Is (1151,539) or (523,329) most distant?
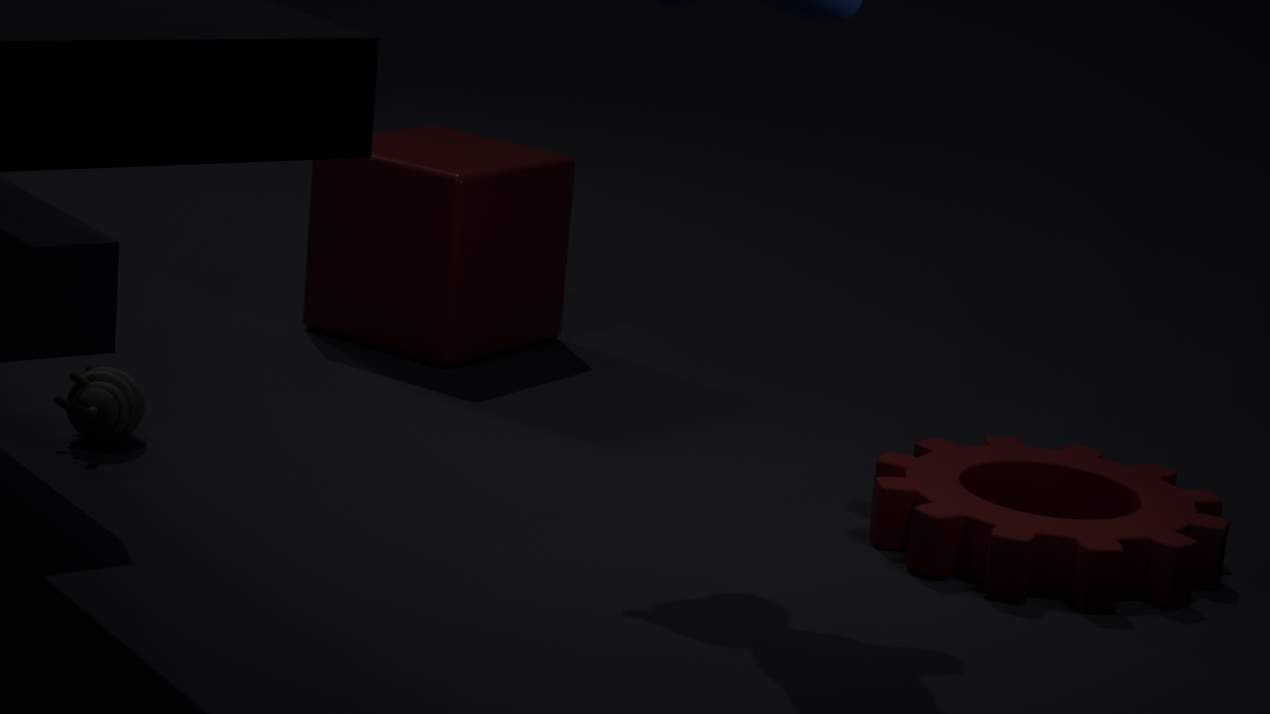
(523,329)
